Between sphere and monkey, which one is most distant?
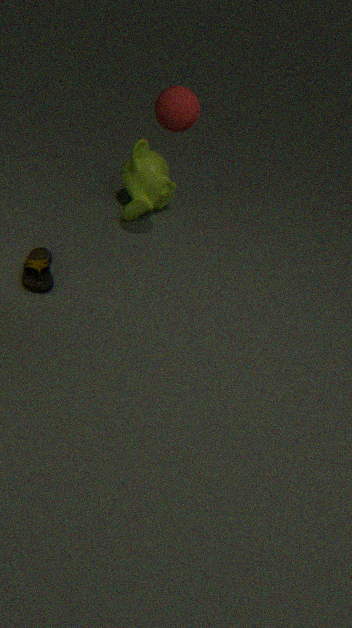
monkey
